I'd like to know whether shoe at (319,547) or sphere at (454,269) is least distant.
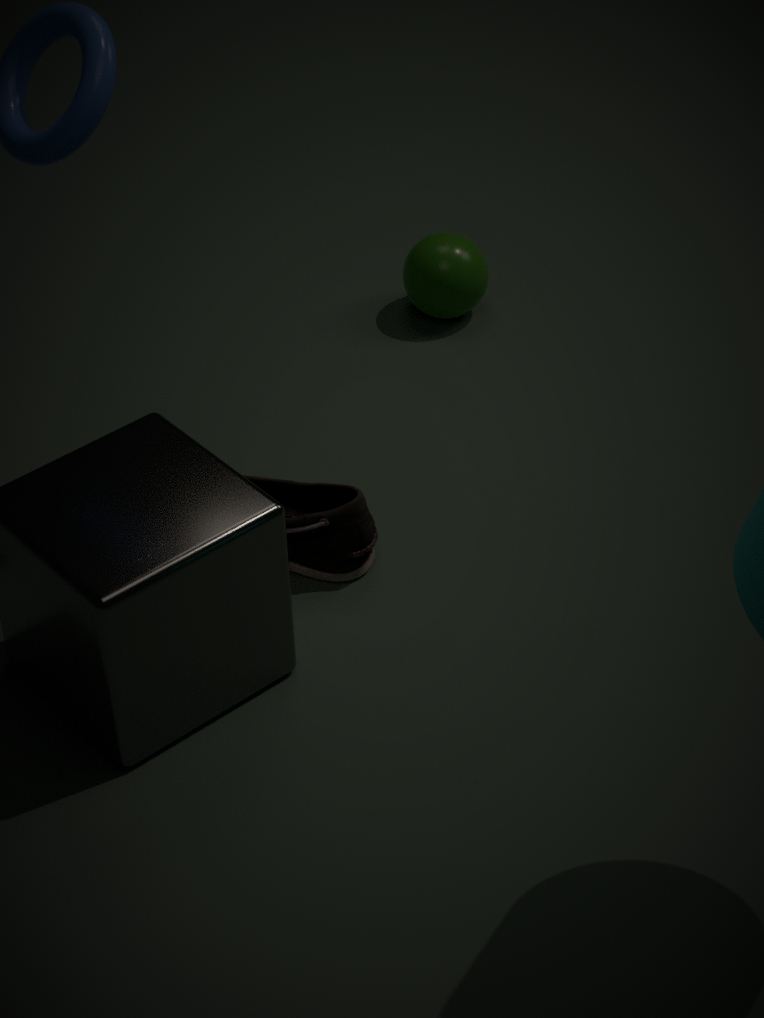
shoe at (319,547)
